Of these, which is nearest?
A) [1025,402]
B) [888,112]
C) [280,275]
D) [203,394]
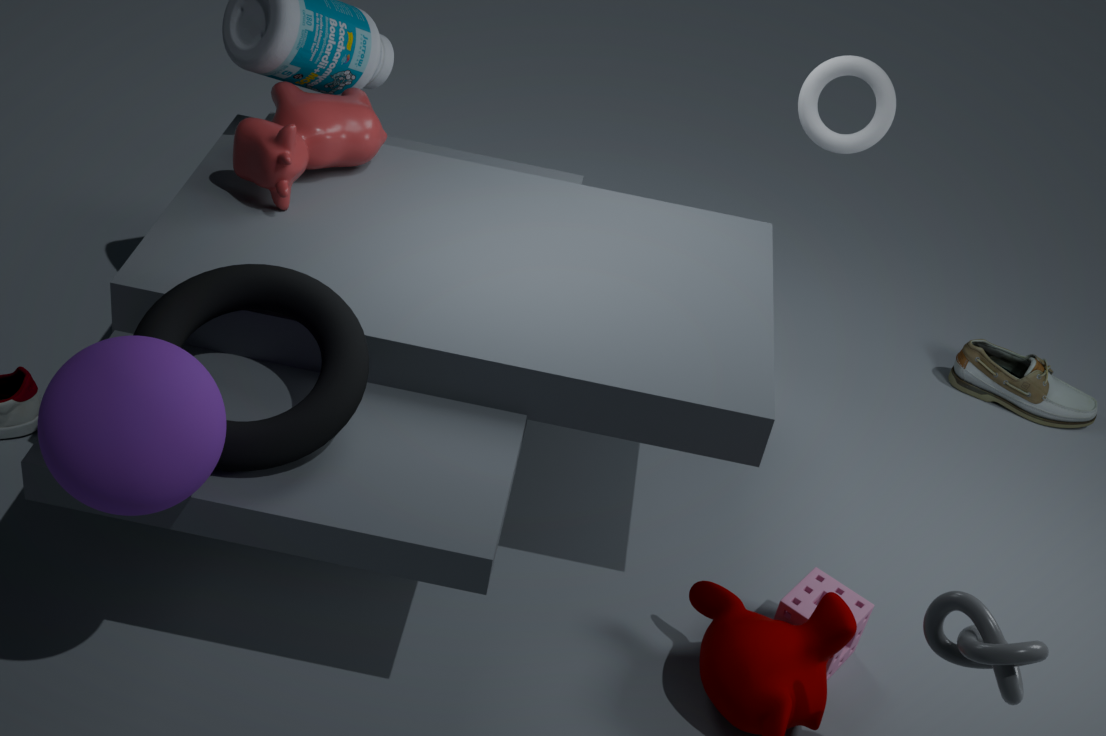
[203,394]
